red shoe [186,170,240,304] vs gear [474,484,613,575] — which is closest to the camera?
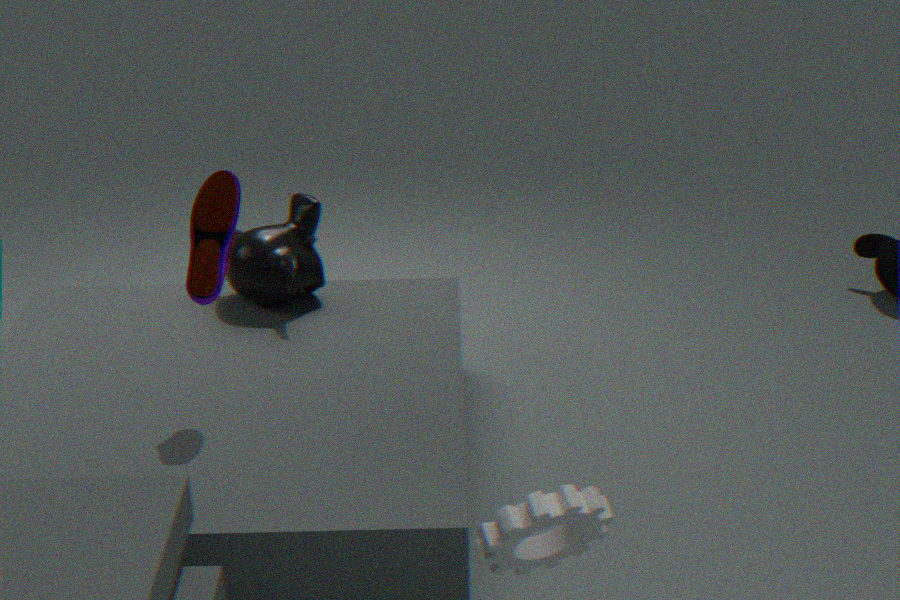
gear [474,484,613,575]
